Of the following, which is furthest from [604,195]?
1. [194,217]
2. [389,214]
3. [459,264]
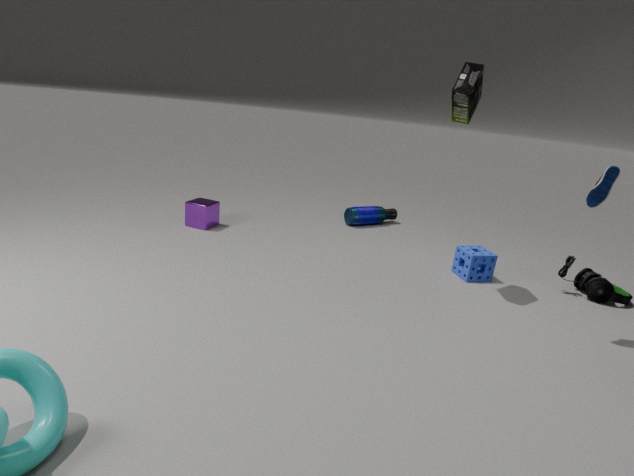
[194,217]
